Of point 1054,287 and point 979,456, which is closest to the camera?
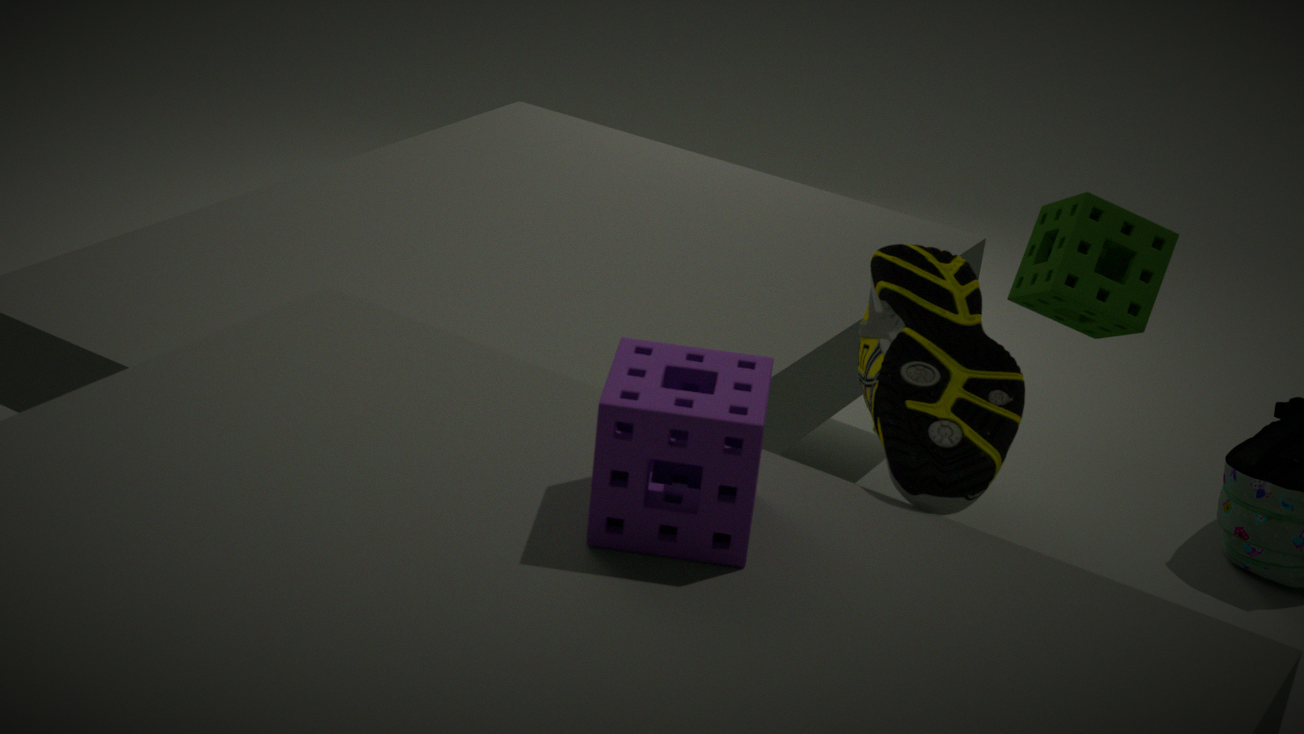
point 979,456
